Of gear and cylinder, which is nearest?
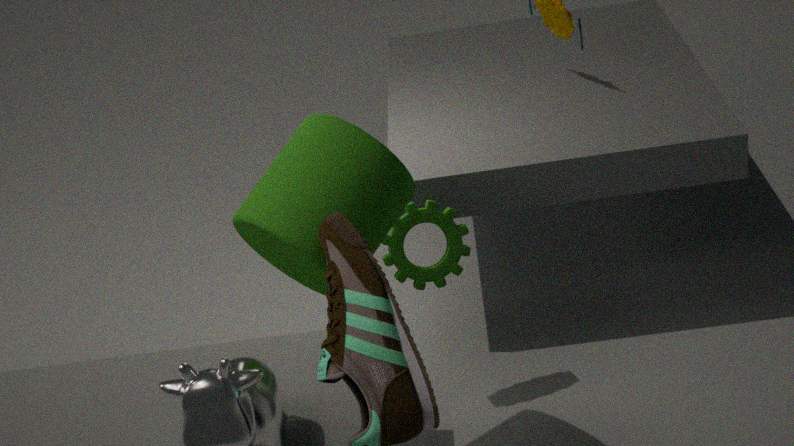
cylinder
